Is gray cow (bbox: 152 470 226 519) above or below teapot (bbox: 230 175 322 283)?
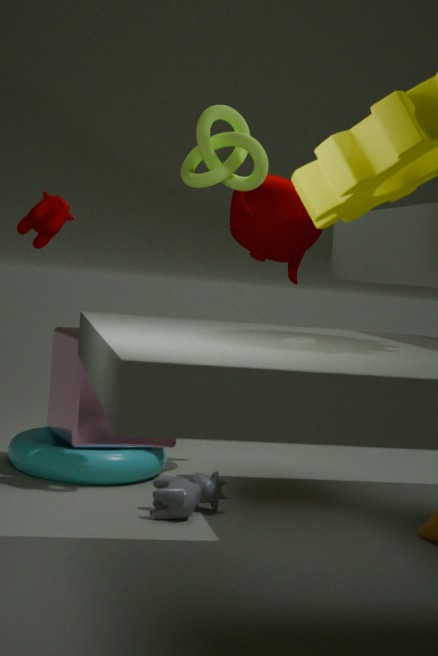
below
